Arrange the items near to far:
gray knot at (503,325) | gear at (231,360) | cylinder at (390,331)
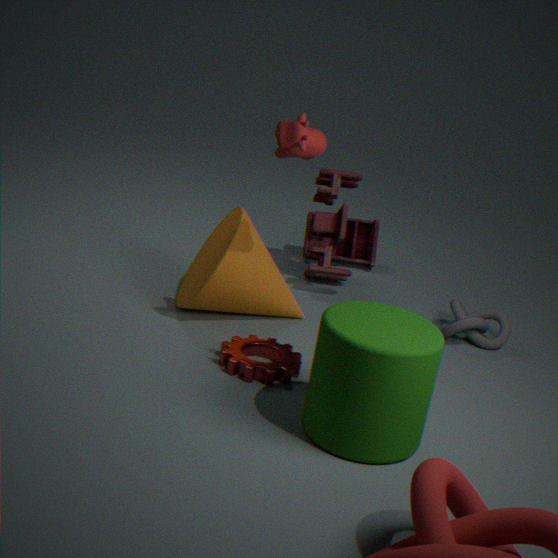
cylinder at (390,331) → gear at (231,360) → gray knot at (503,325)
